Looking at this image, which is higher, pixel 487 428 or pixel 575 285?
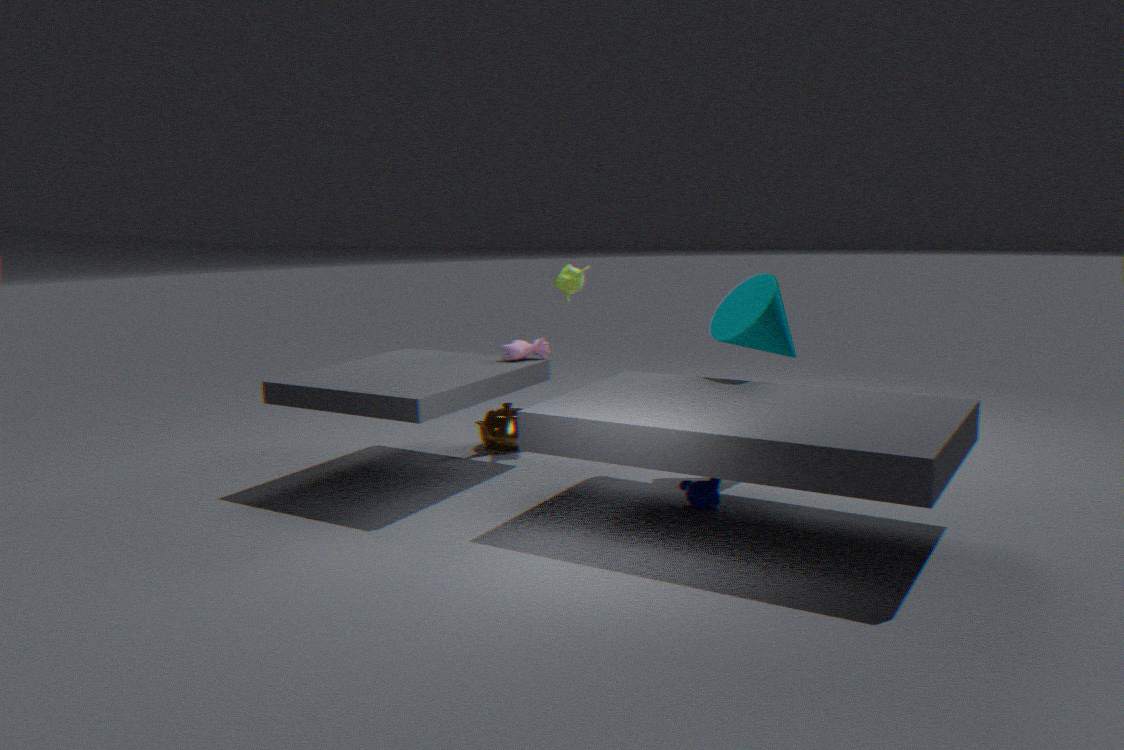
pixel 575 285
